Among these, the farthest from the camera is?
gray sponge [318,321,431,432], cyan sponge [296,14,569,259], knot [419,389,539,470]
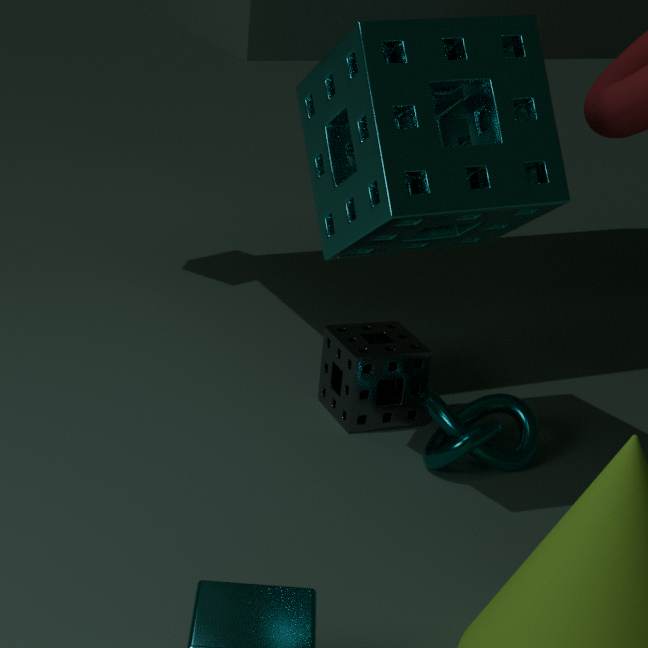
gray sponge [318,321,431,432]
